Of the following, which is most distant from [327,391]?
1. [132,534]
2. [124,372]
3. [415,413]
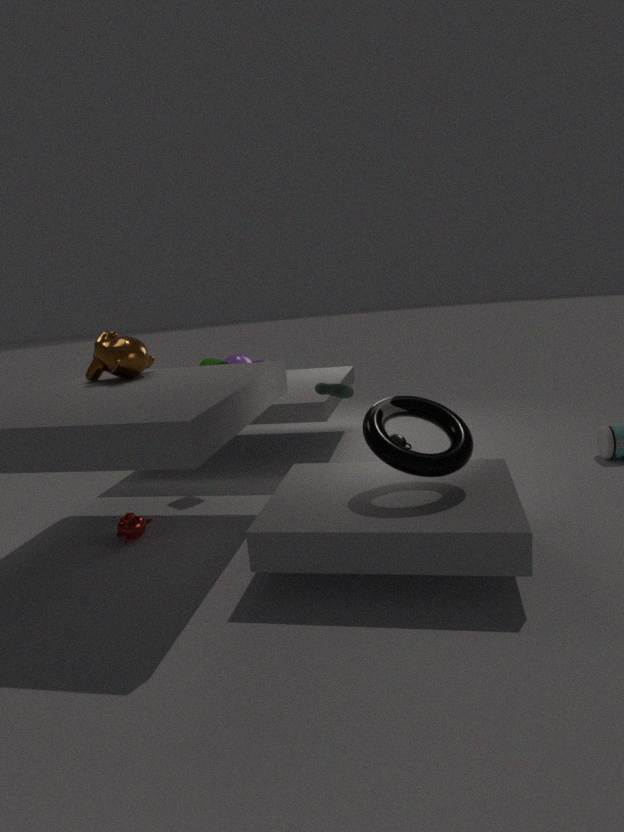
[132,534]
